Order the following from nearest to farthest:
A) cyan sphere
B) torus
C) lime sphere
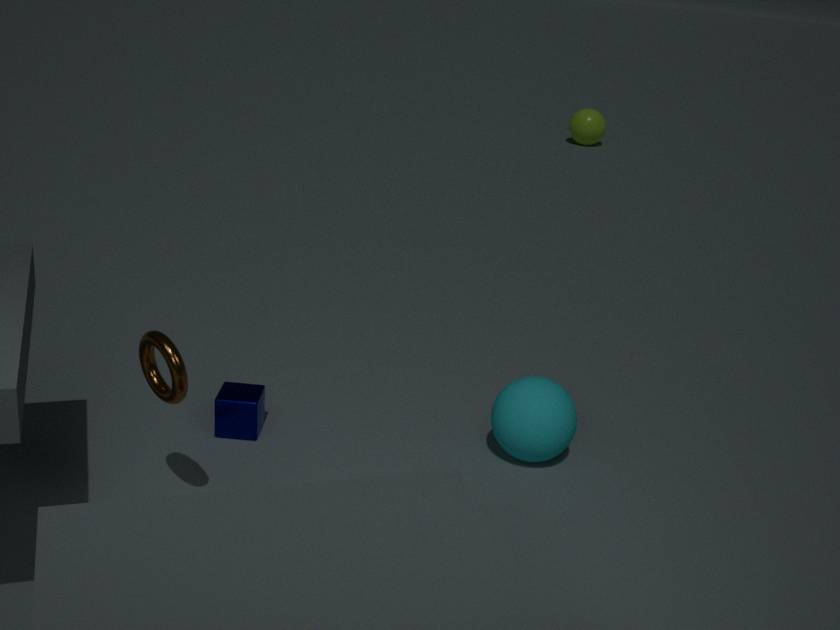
torus
cyan sphere
lime sphere
